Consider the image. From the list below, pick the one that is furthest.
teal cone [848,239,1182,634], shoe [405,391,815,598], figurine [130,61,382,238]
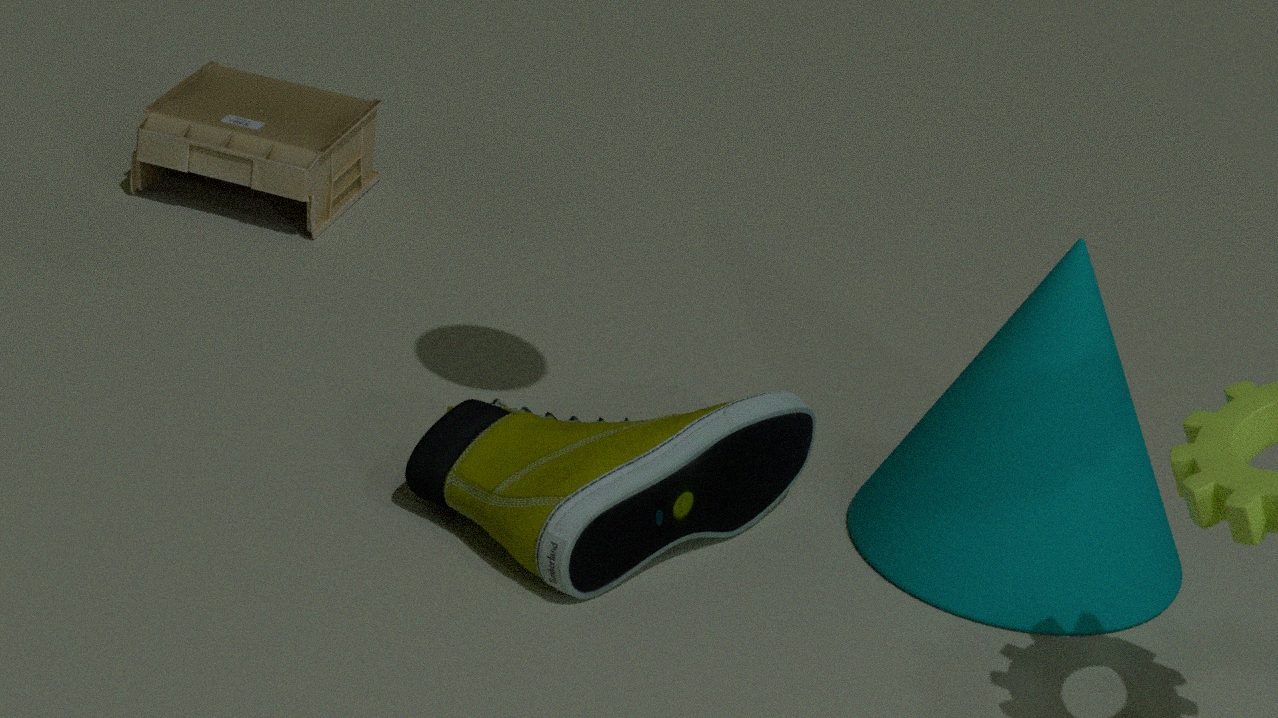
figurine [130,61,382,238]
